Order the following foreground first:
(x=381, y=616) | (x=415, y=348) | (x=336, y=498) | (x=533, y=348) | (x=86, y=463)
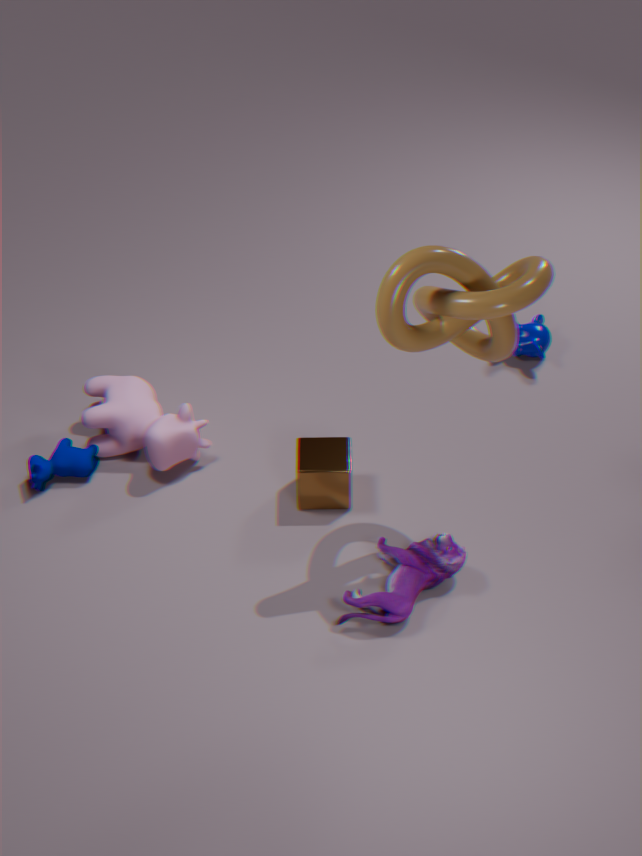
1. (x=415, y=348)
2. (x=381, y=616)
3. (x=336, y=498)
4. (x=86, y=463)
5. (x=533, y=348)
